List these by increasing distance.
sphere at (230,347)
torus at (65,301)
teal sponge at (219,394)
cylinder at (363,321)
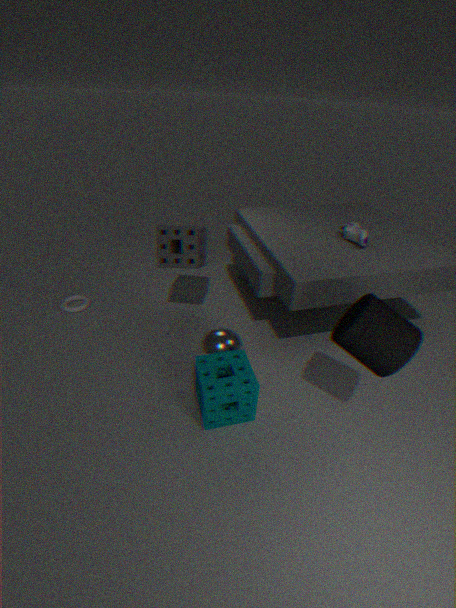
cylinder at (363,321), teal sponge at (219,394), sphere at (230,347), torus at (65,301)
